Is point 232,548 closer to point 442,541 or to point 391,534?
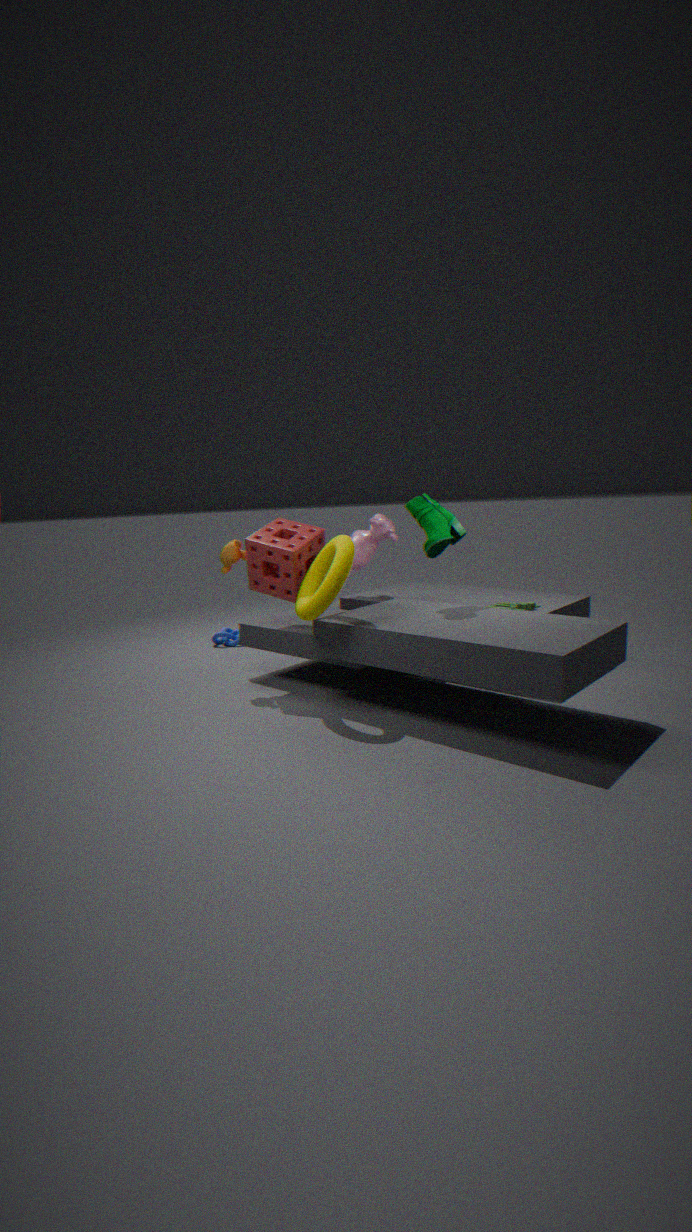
point 391,534
